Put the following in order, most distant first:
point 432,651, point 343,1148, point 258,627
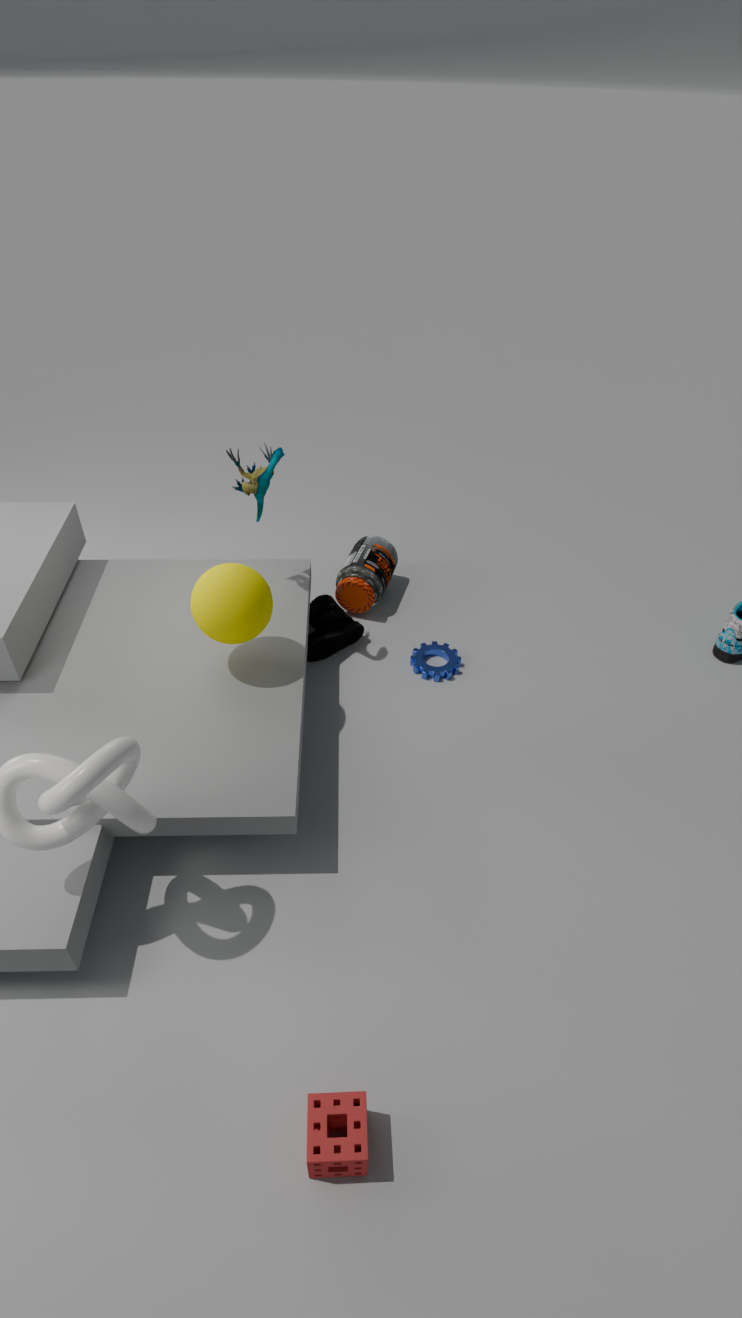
point 432,651 → point 258,627 → point 343,1148
